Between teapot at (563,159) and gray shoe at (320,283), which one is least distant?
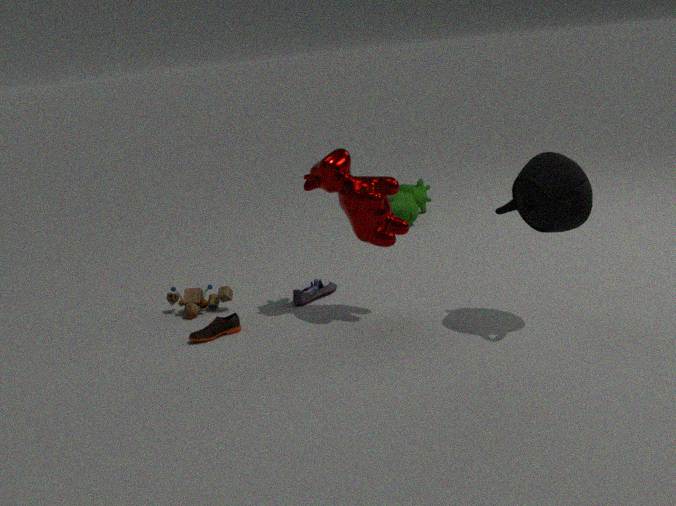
teapot at (563,159)
